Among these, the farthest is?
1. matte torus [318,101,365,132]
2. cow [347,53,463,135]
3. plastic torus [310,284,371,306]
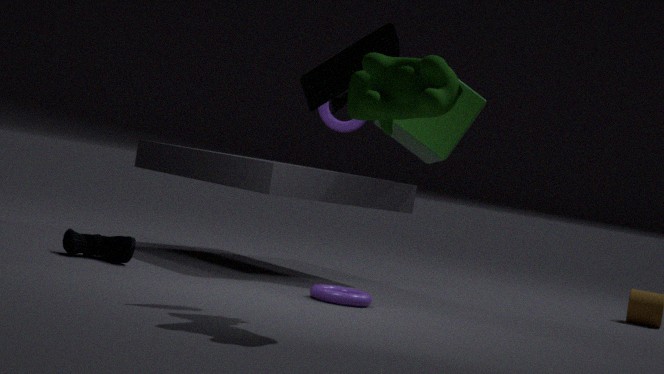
matte torus [318,101,365,132]
